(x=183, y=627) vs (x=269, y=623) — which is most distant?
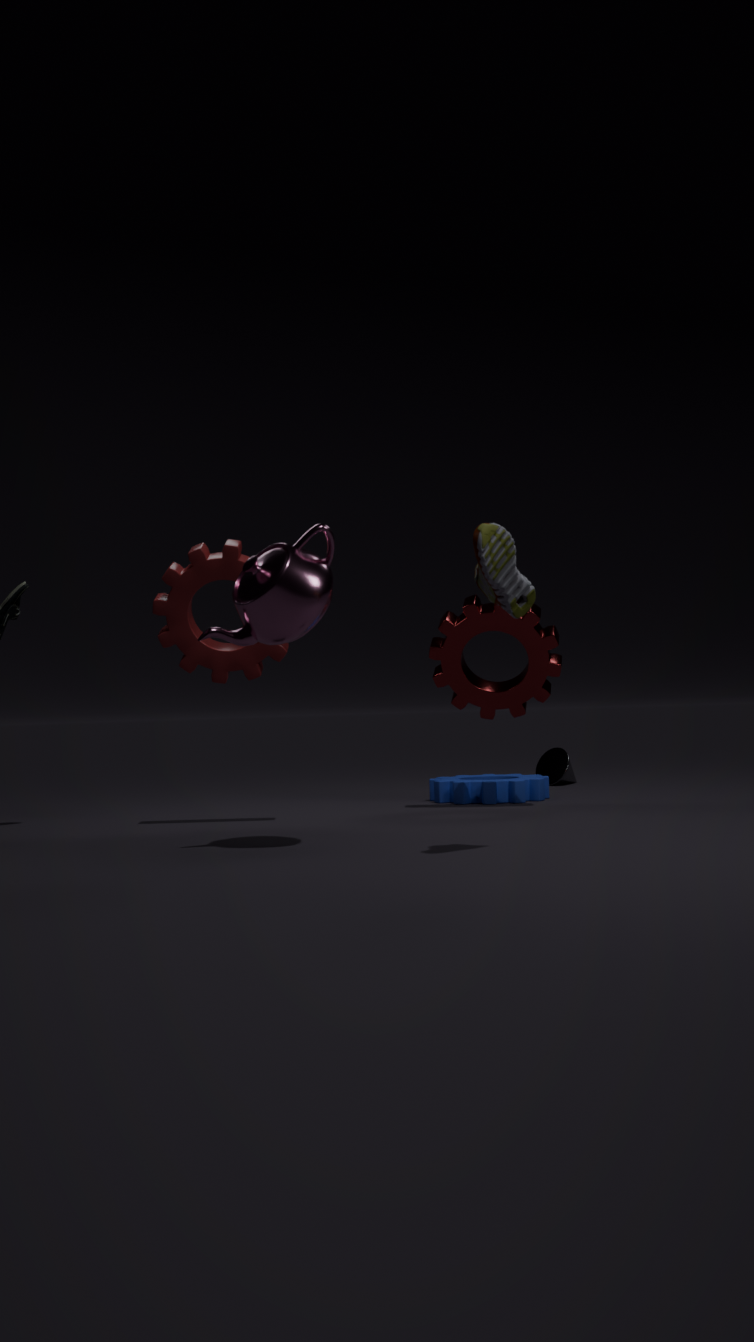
(x=183, y=627)
